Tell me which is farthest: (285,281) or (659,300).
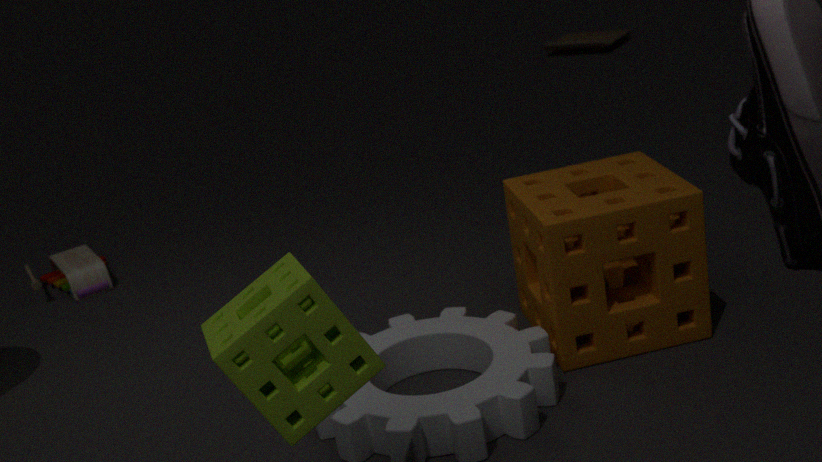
(659,300)
